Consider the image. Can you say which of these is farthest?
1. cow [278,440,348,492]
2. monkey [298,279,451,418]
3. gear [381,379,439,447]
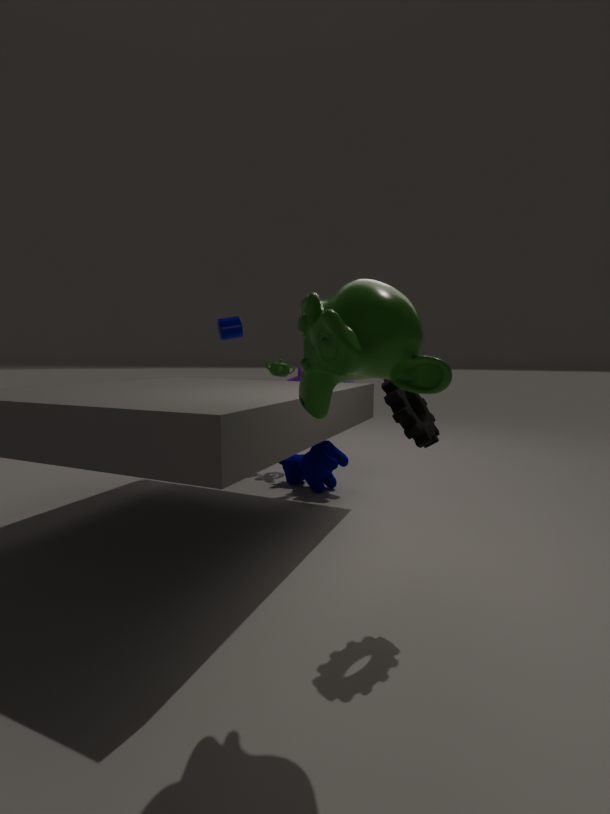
cow [278,440,348,492]
